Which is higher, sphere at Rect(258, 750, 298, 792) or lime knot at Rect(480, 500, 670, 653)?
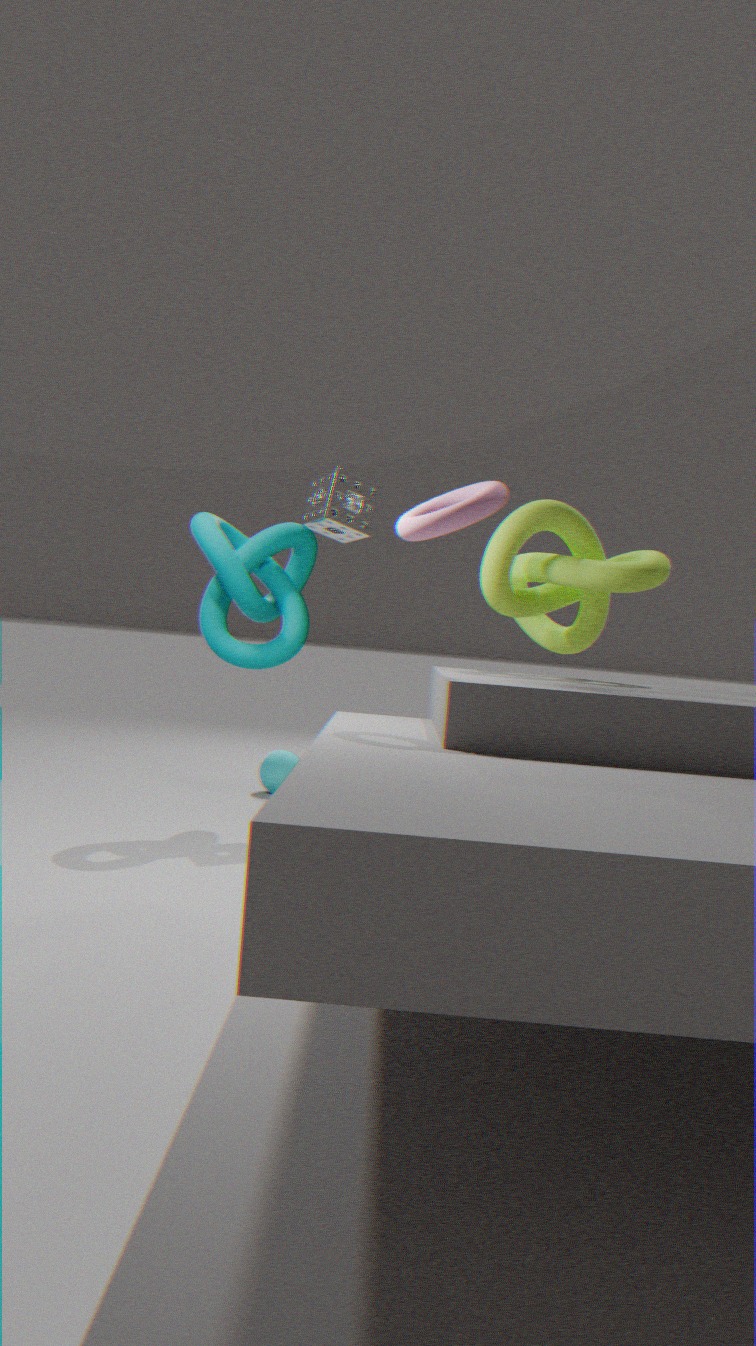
lime knot at Rect(480, 500, 670, 653)
